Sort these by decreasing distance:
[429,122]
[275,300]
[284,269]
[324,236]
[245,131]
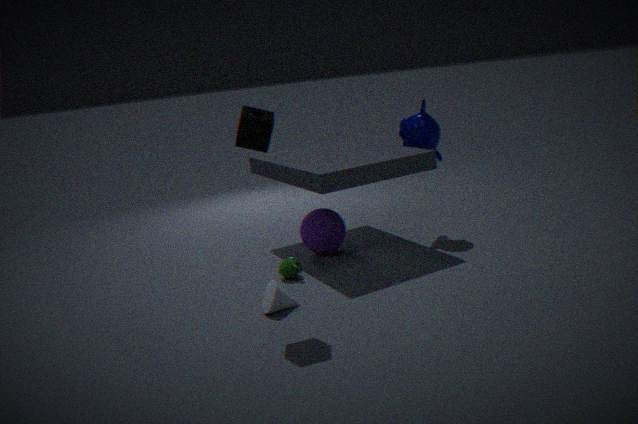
[429,122]
[324,236]
[284,269]
[275,300]
[245,131]
